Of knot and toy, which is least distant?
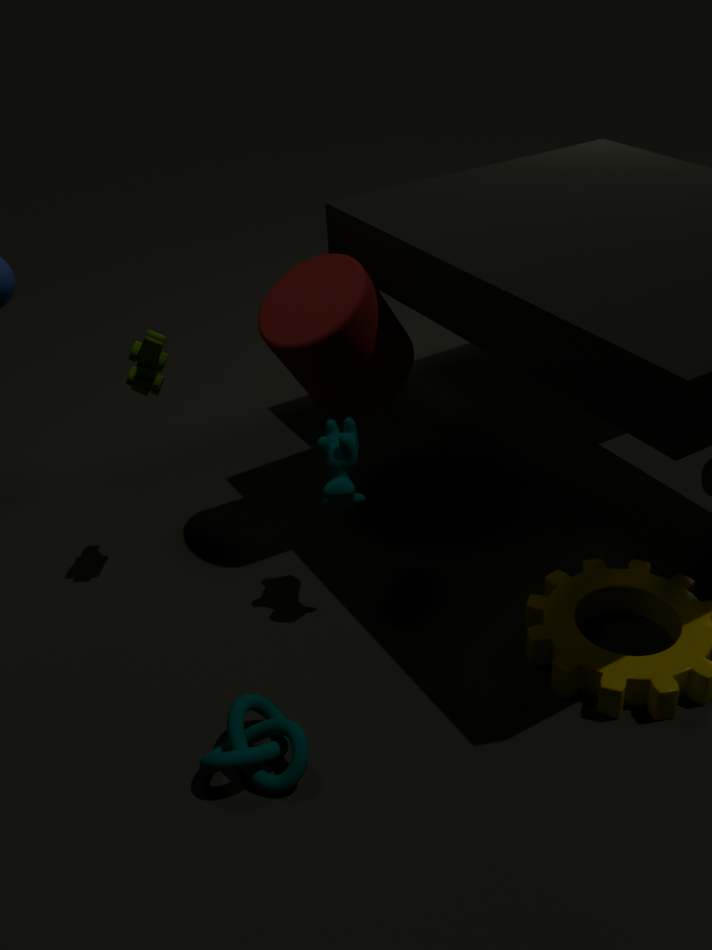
knot
